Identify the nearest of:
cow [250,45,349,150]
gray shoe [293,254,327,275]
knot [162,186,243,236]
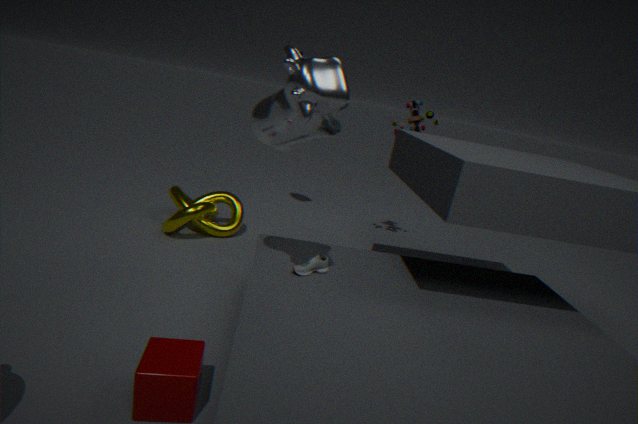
cow [250,45,349,150]
